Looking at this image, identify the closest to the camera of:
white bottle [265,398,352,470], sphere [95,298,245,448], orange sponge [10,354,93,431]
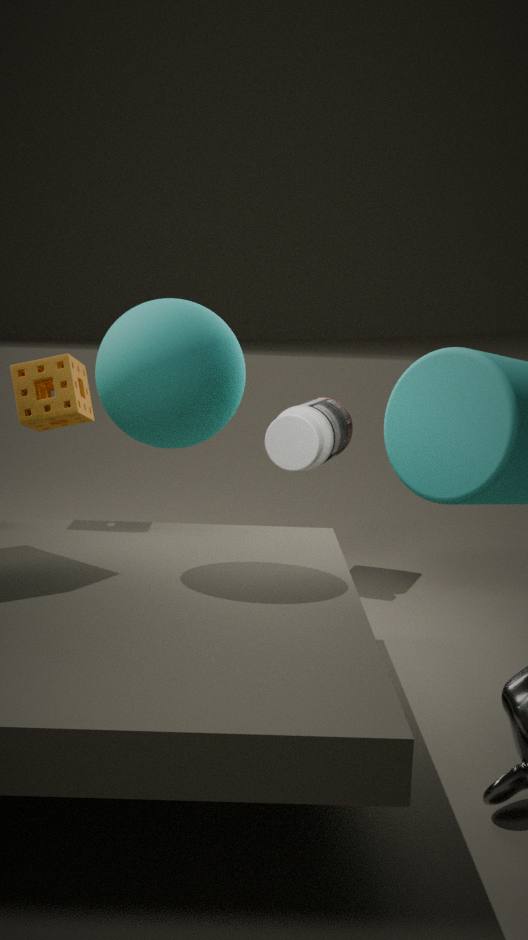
sphere [95,298,245,448]
